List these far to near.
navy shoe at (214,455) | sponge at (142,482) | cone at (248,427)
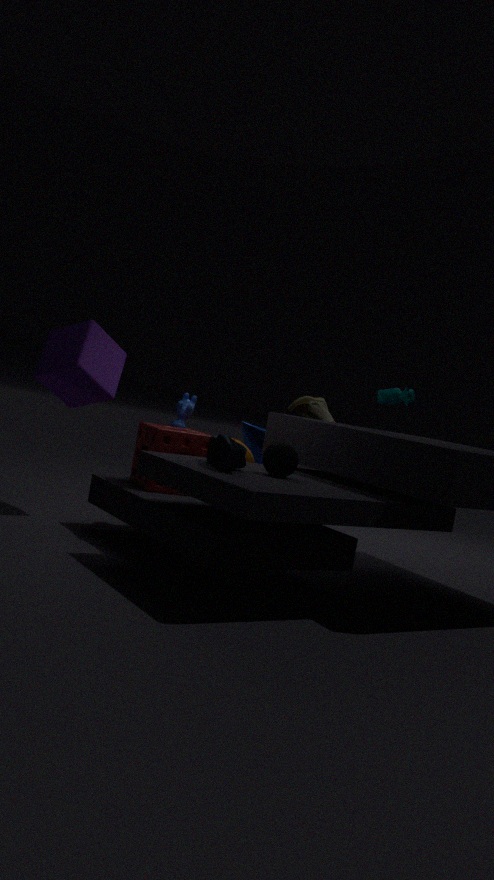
cone at (248,427), sponge at (142,482), navy shoe at (214,455)
